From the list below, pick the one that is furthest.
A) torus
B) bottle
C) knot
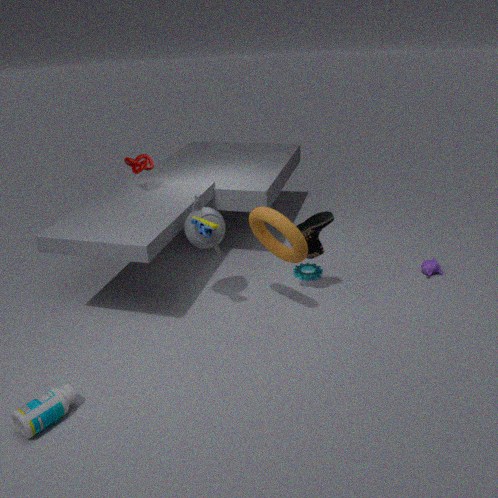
knot
